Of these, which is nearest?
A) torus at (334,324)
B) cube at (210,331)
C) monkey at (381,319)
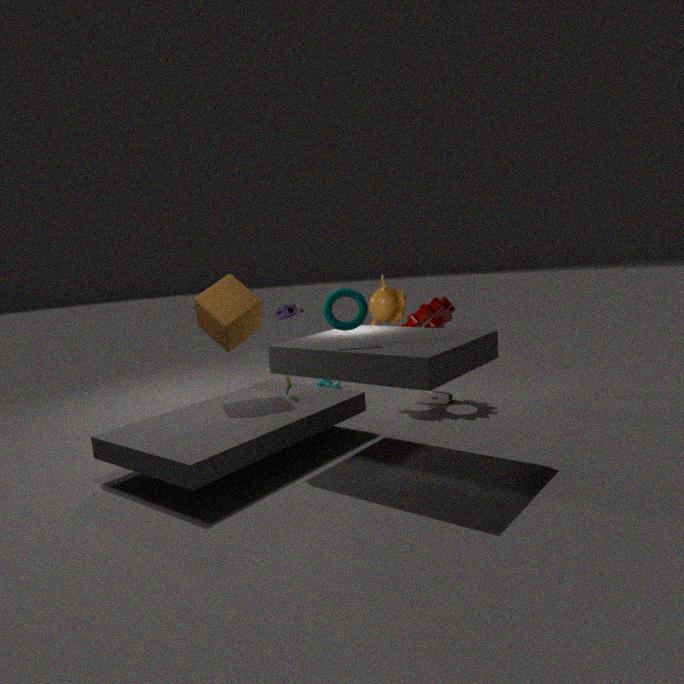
torus at (334,324)
